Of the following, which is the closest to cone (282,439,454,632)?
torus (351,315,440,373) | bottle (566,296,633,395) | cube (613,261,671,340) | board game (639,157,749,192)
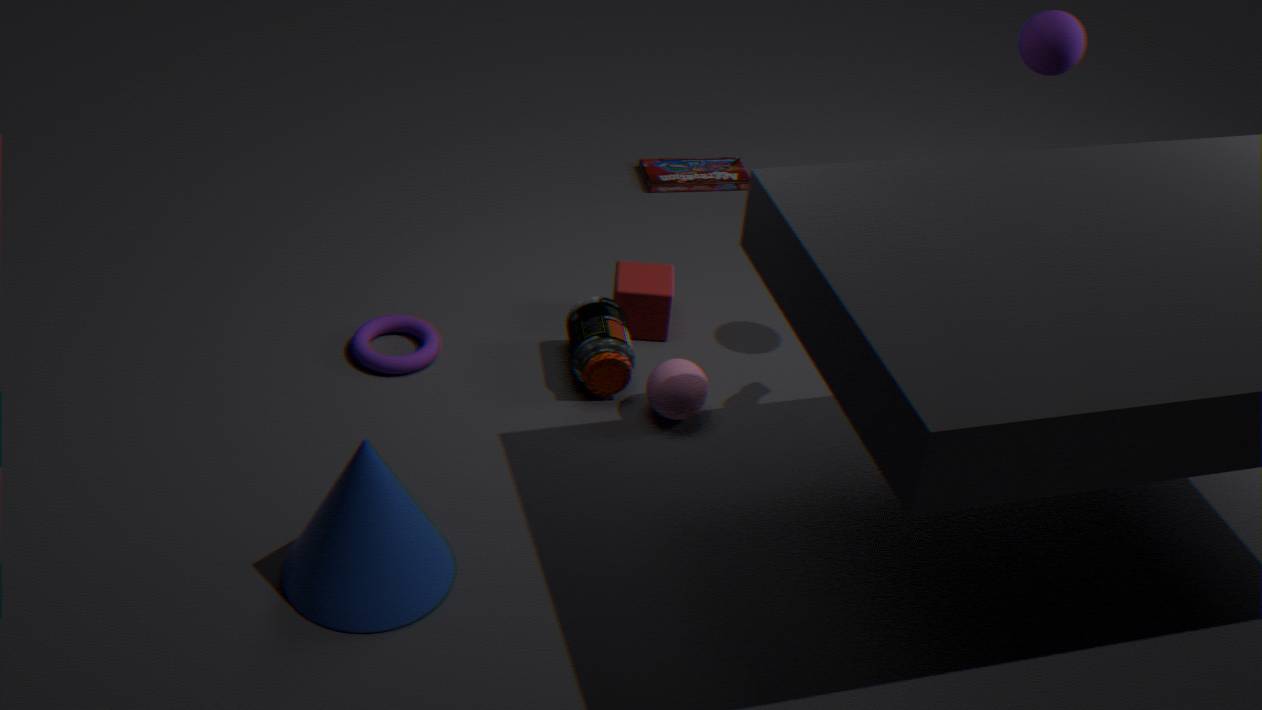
torus (351,315,440,373)
